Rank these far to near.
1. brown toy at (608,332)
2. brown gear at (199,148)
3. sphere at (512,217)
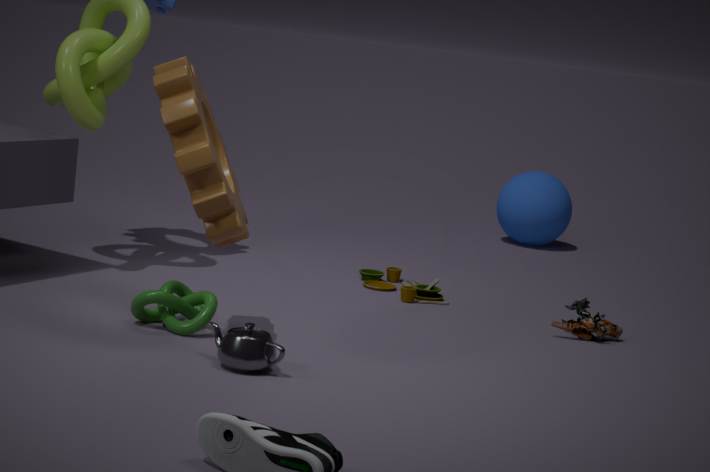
sphere at (512,217) < brown toy at (608,332) < brown gear at (199,148)
